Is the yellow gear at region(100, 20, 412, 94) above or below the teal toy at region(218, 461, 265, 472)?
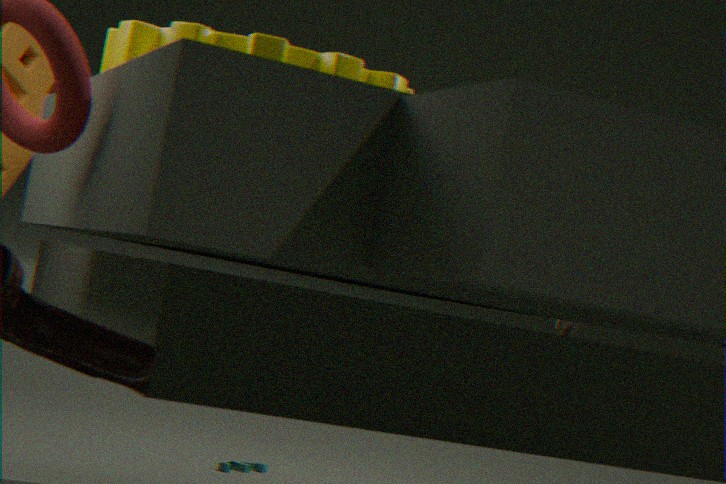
above
